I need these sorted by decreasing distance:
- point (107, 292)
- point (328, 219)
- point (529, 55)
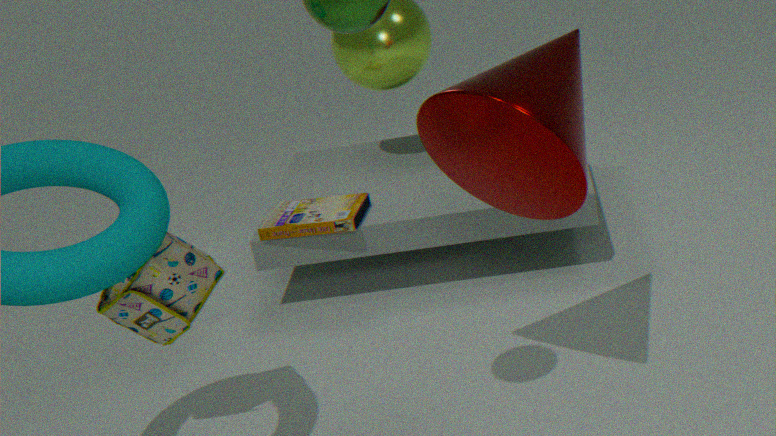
1. point (328, 219)
2. point (107, 292)
3. point (529, 55)
